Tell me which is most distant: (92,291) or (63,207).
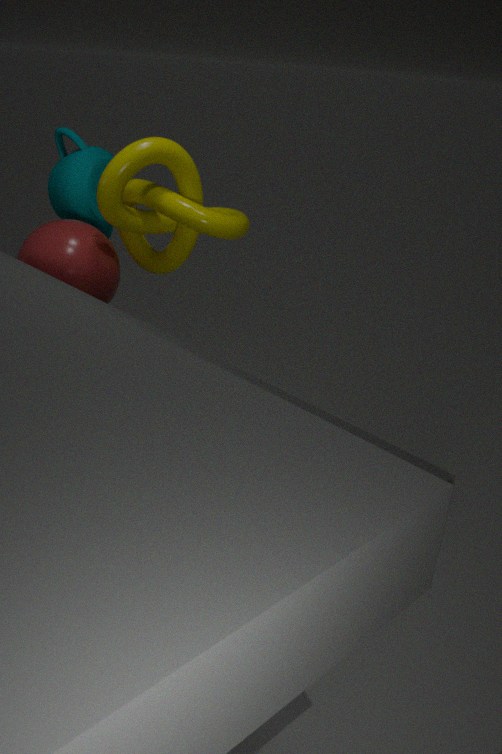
(63,207)
